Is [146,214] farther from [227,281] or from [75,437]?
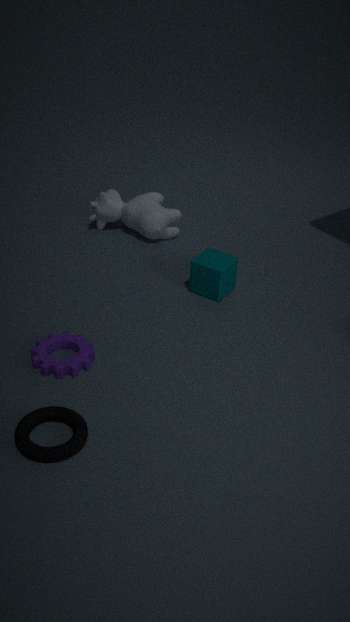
[75,437]
